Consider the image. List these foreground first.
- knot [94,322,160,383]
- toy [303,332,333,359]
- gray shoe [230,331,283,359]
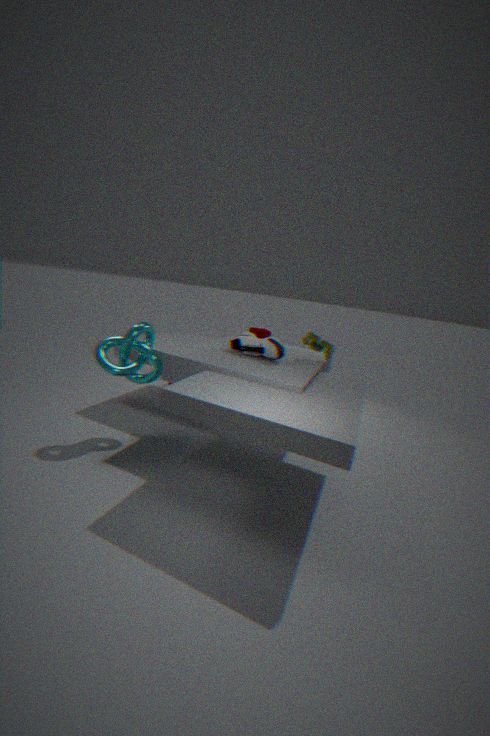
knot [94,322,160,383], gray shoe [230,331,283,359], toy [303,332,333,359]
